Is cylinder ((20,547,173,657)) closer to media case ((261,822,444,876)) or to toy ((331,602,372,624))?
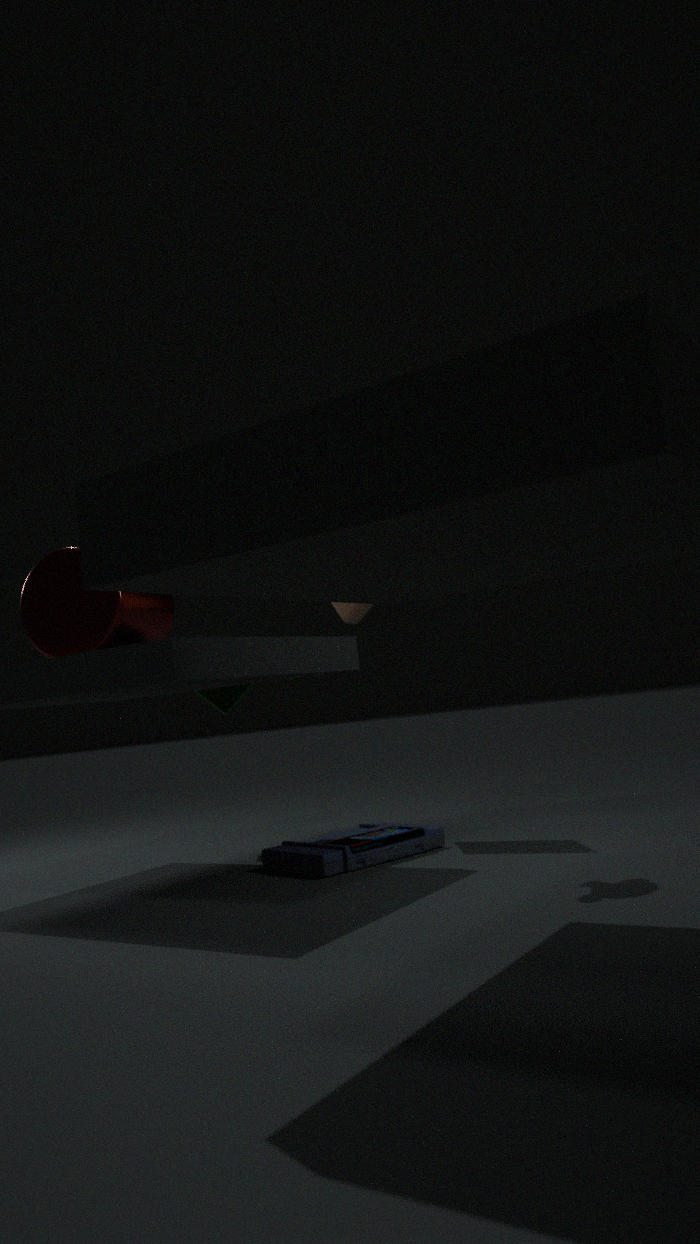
toy ((331,602,372,624))
